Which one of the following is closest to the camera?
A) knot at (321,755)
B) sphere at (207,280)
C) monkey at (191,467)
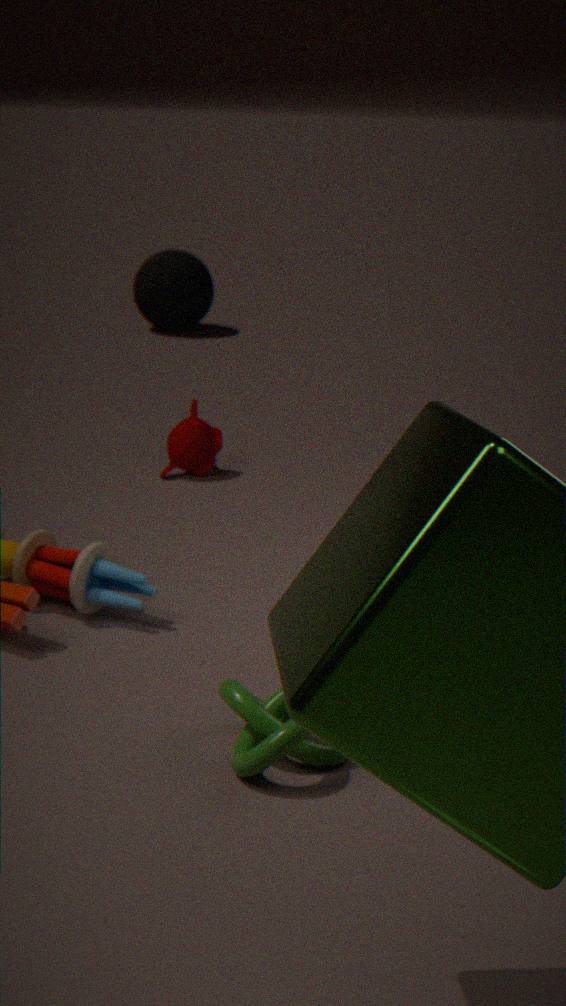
knot at (321,755)
